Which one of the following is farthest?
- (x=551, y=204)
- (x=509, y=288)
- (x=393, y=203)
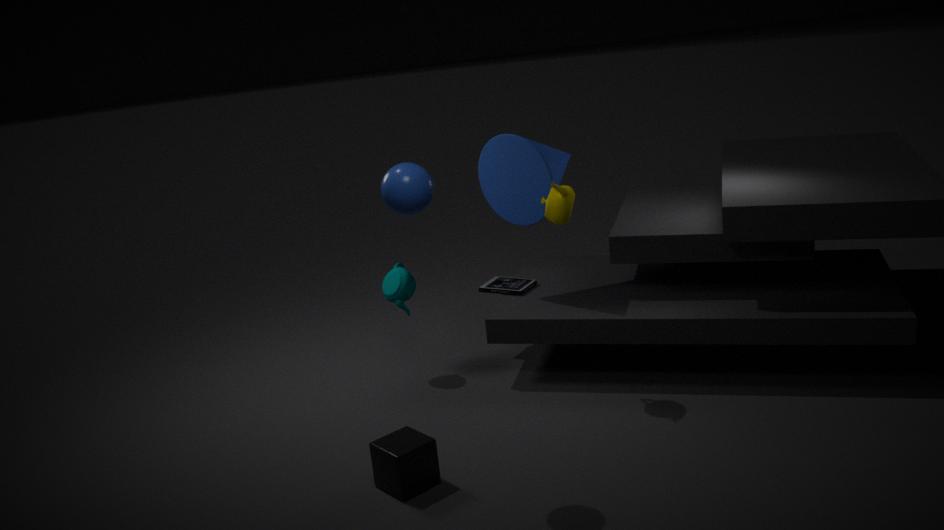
(x=509, y=288)
